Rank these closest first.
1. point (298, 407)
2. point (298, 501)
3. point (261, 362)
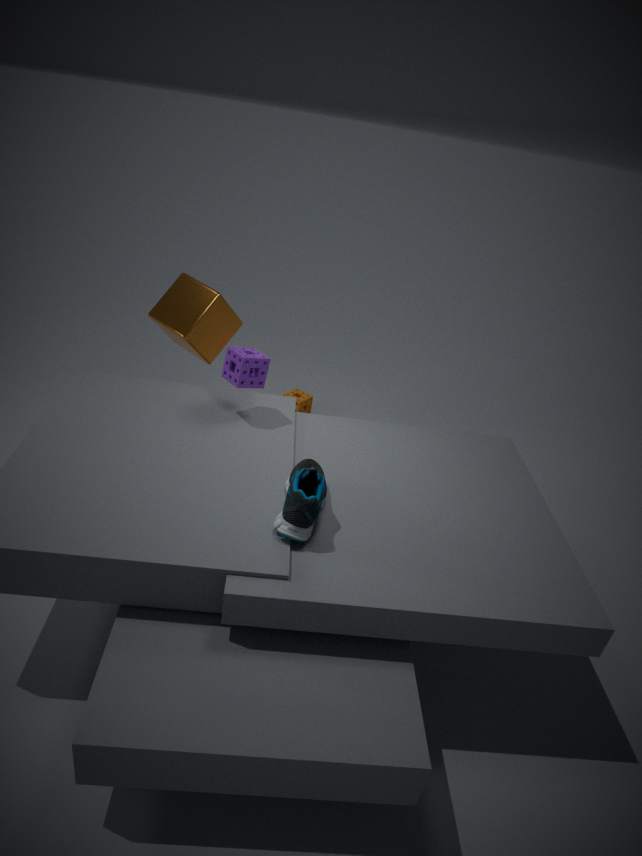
1. point (298, 501)
2. point (261, 362)
3. point (298, 407)
